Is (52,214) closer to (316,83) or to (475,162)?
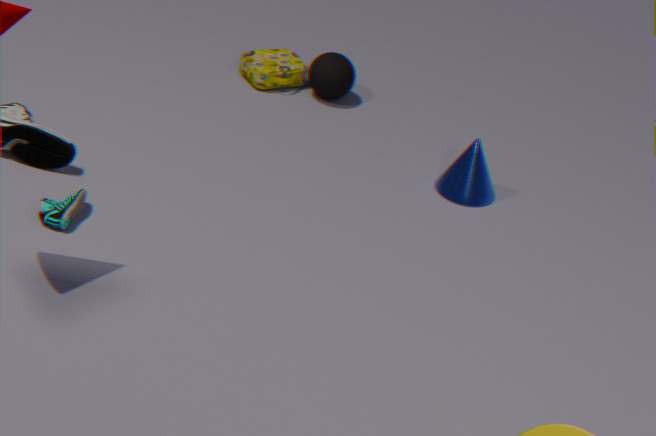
(316,83)
